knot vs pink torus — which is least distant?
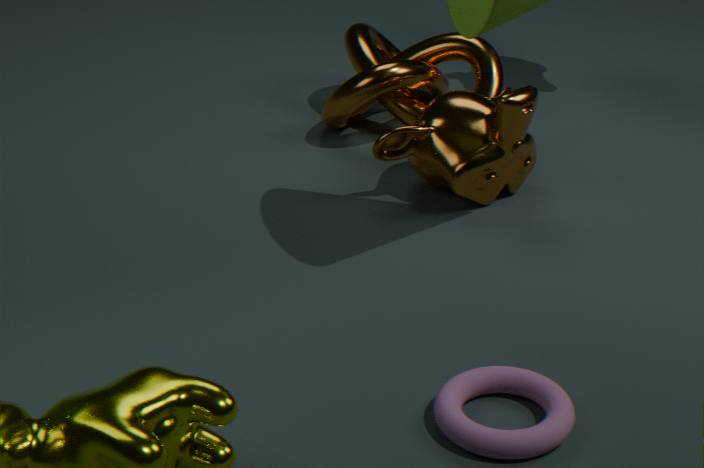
pink torus
